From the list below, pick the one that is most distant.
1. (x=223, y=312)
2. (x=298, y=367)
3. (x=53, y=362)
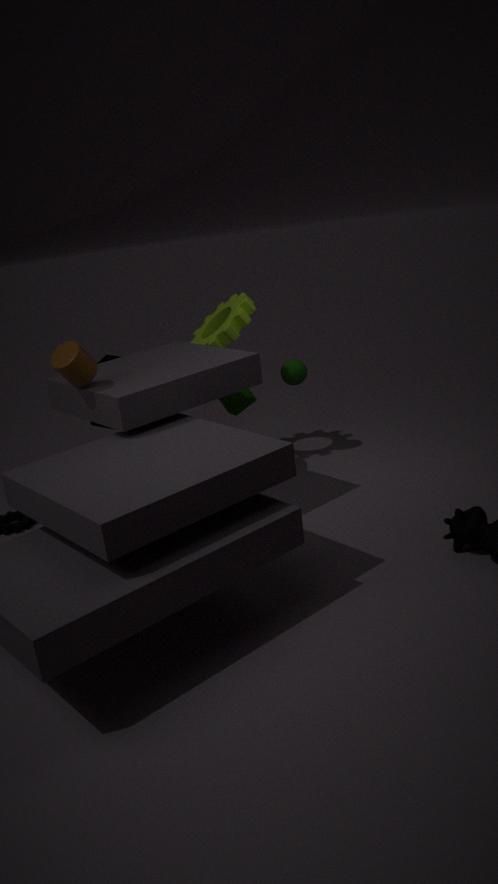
(x=223, y=312)
